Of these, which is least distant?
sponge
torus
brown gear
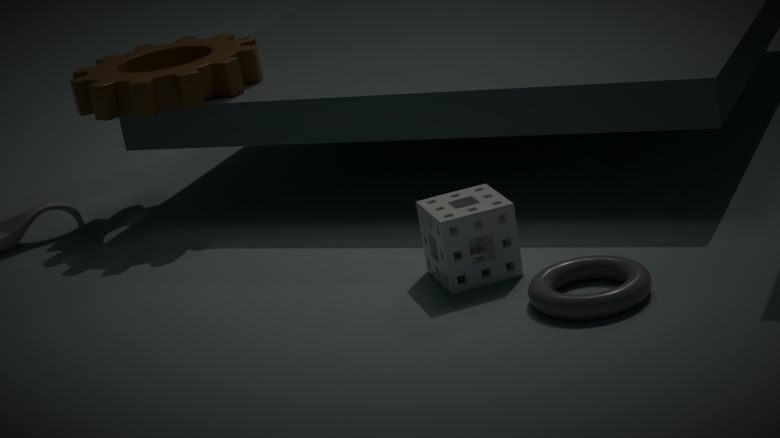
torus
